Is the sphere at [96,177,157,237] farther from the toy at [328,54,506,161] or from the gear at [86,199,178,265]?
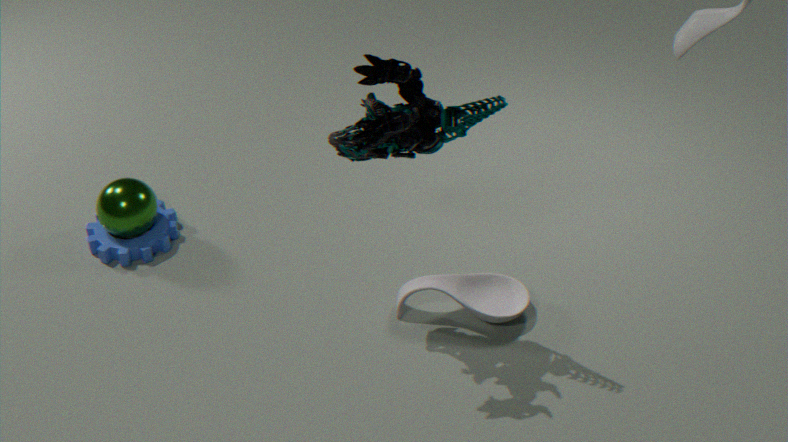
the toy at [328,54,506,161]
